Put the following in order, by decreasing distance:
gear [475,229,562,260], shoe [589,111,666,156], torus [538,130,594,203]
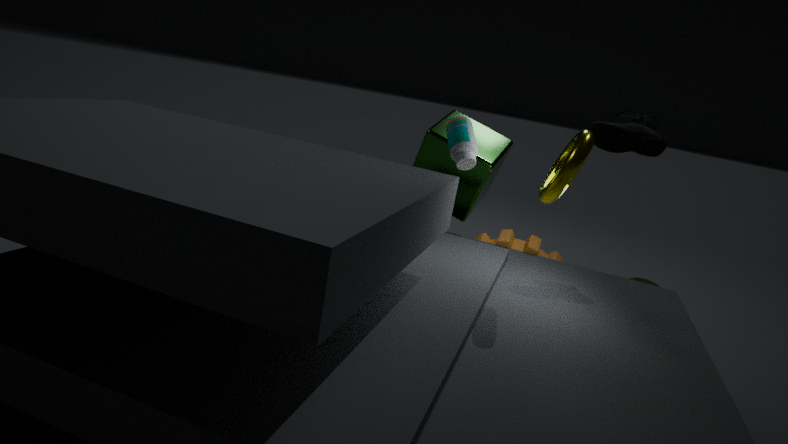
gear [475,229,562,260] < shoe [589,111,666,156] < torus [538,130,594,203]
